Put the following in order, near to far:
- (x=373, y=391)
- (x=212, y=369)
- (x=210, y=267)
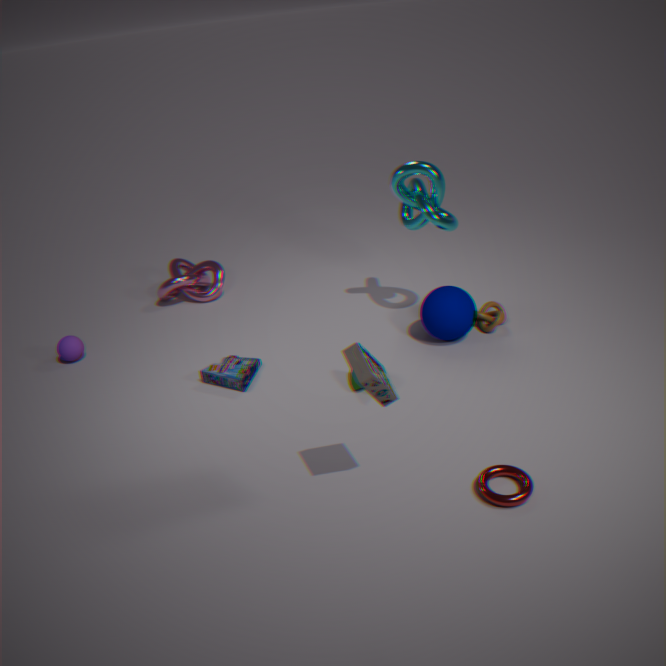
(x=373, y=391), (x=212, y=369), (x=210, y=267)
